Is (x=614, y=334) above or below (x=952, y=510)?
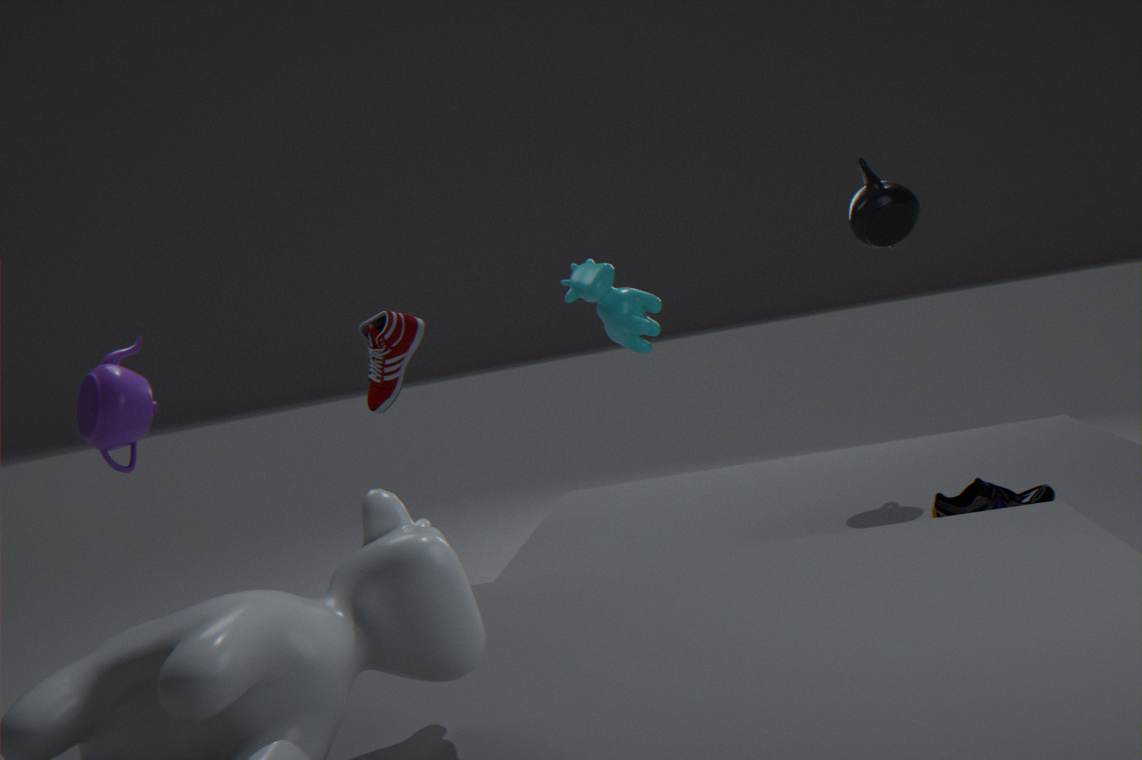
above
